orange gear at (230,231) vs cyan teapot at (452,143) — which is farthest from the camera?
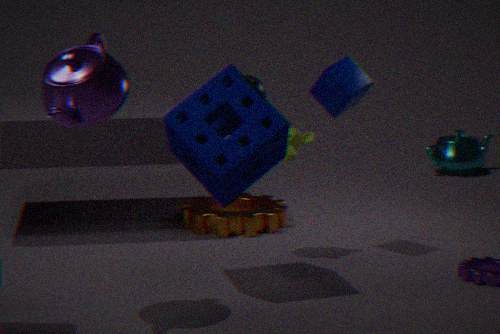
cyan teapot at (452,143)
